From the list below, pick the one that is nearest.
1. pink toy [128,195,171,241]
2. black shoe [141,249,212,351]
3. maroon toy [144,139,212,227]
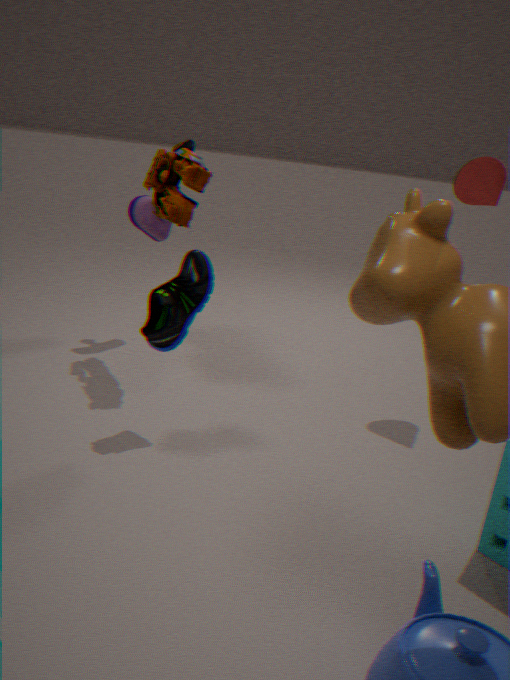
black shoe [141,249,212,351]
